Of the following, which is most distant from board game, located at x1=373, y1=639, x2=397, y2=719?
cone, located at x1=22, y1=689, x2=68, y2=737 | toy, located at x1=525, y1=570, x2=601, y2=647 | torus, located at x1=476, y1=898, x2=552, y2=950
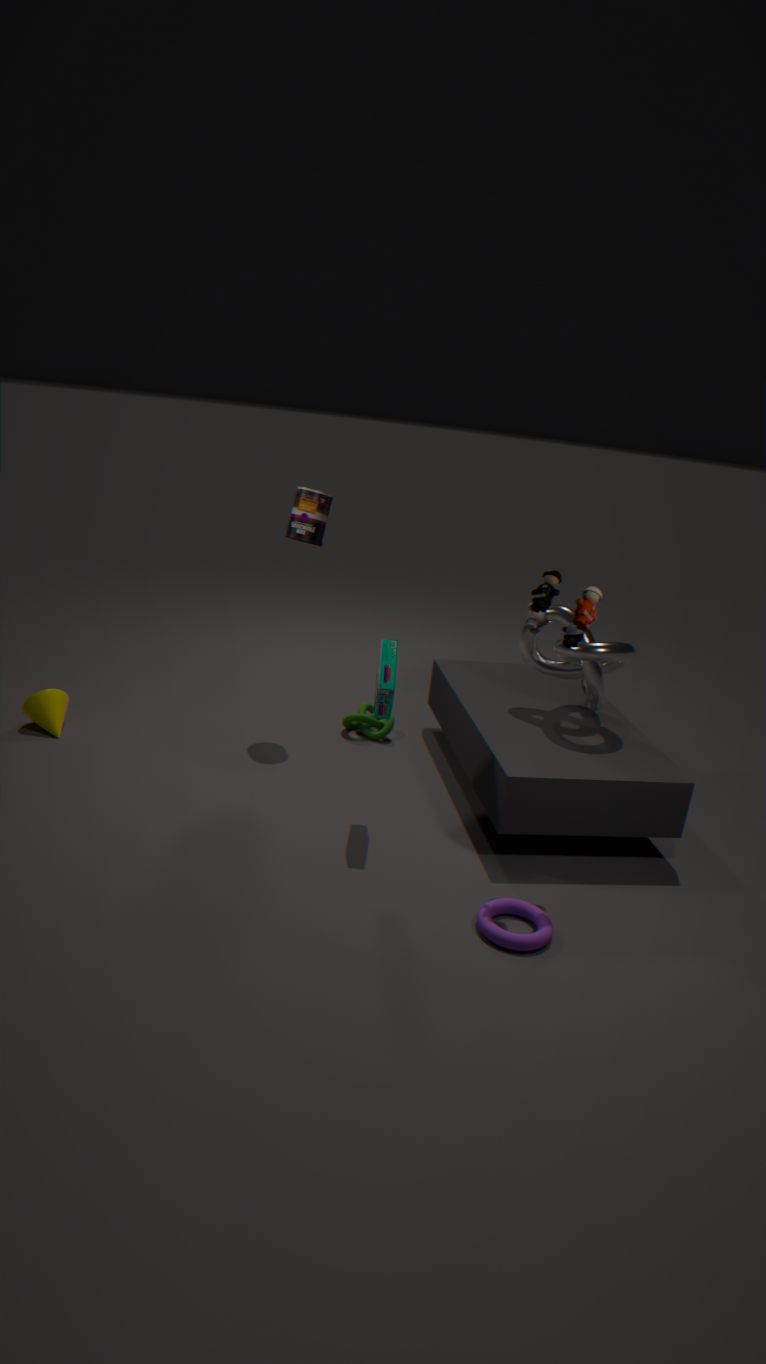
cone, located at x1=22, y1=689, x2=68, y2=737
